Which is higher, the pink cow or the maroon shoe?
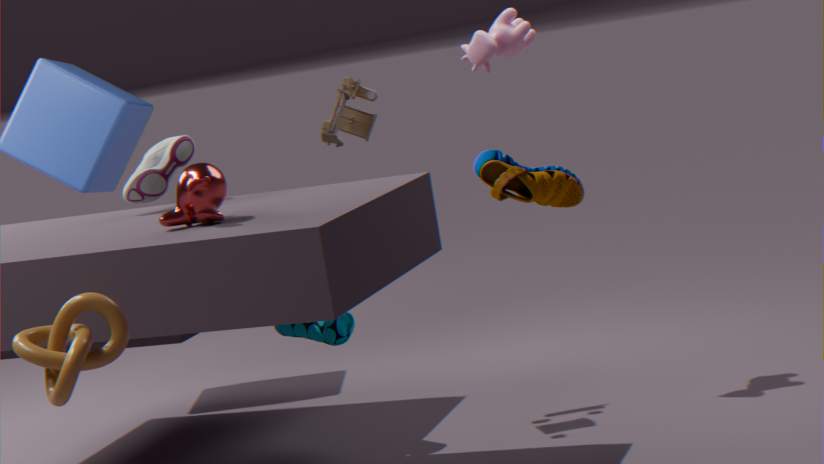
the pink cow
